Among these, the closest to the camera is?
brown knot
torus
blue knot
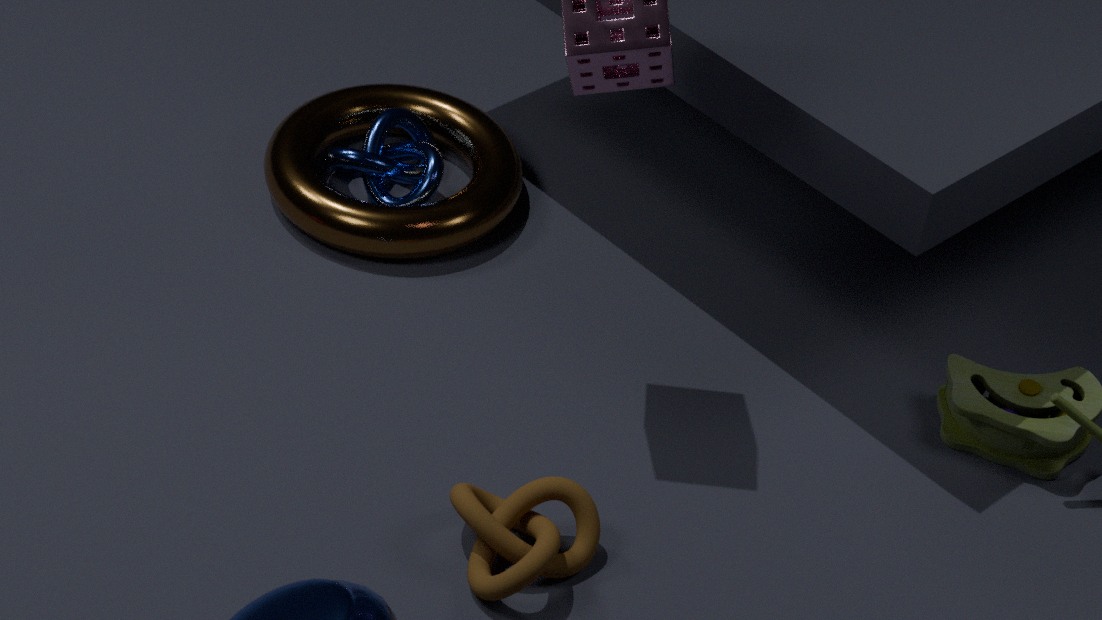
brown knot
